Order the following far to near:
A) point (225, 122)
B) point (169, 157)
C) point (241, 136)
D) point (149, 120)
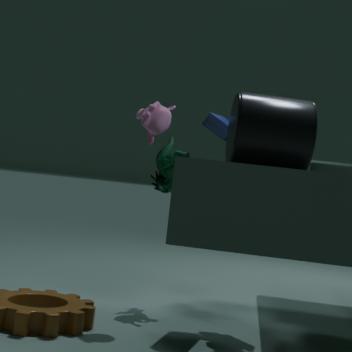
point (169, 157) → point (225, 122) → point (149, 120) → point (241, 136)
